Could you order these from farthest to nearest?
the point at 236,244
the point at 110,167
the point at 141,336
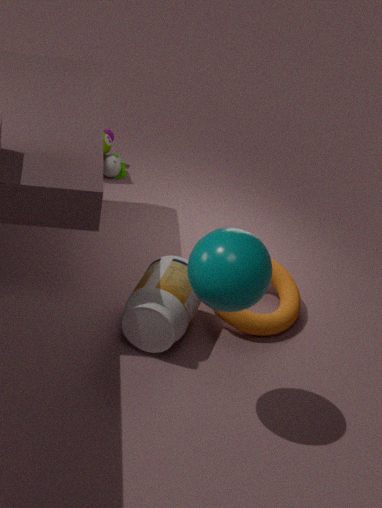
1. the point at 110,167
2. the point at 141,336
3. the point at 236,244
